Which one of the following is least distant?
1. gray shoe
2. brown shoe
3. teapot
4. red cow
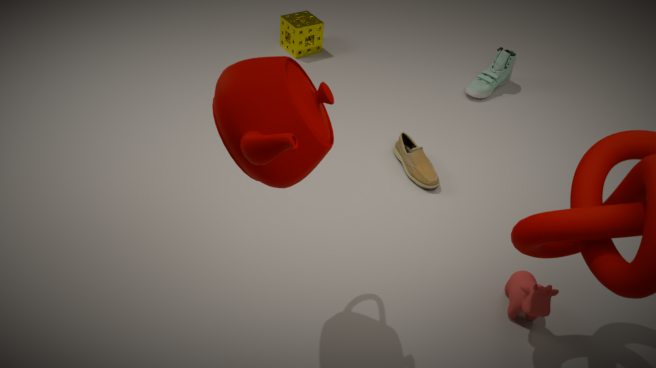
teapot
